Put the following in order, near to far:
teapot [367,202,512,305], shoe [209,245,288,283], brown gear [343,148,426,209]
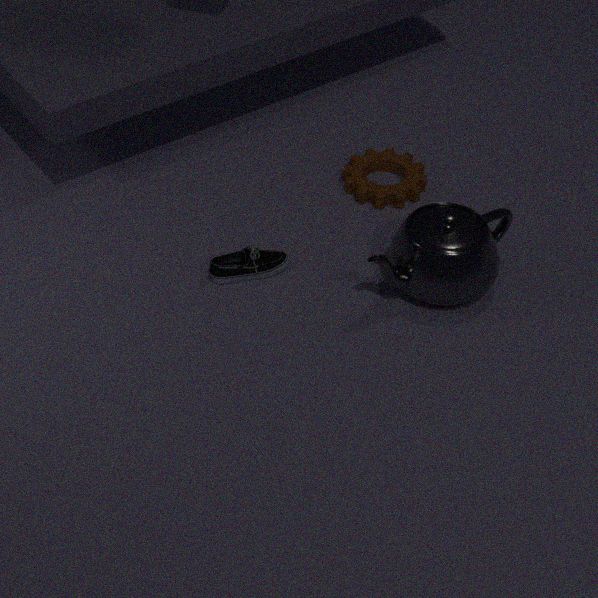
teapot [367,202,512,305] → shoe [209,245,288,283] → brown gear [343,148,426,209]
